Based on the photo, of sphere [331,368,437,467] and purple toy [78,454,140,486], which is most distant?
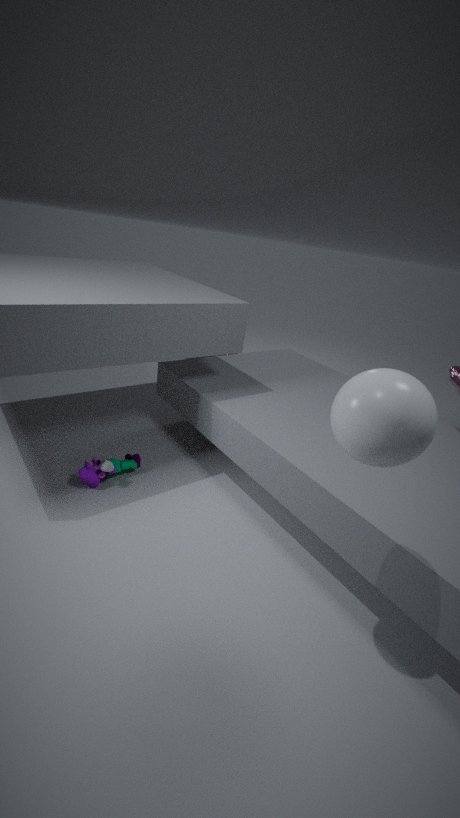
purple toy [78,454,140,486]
